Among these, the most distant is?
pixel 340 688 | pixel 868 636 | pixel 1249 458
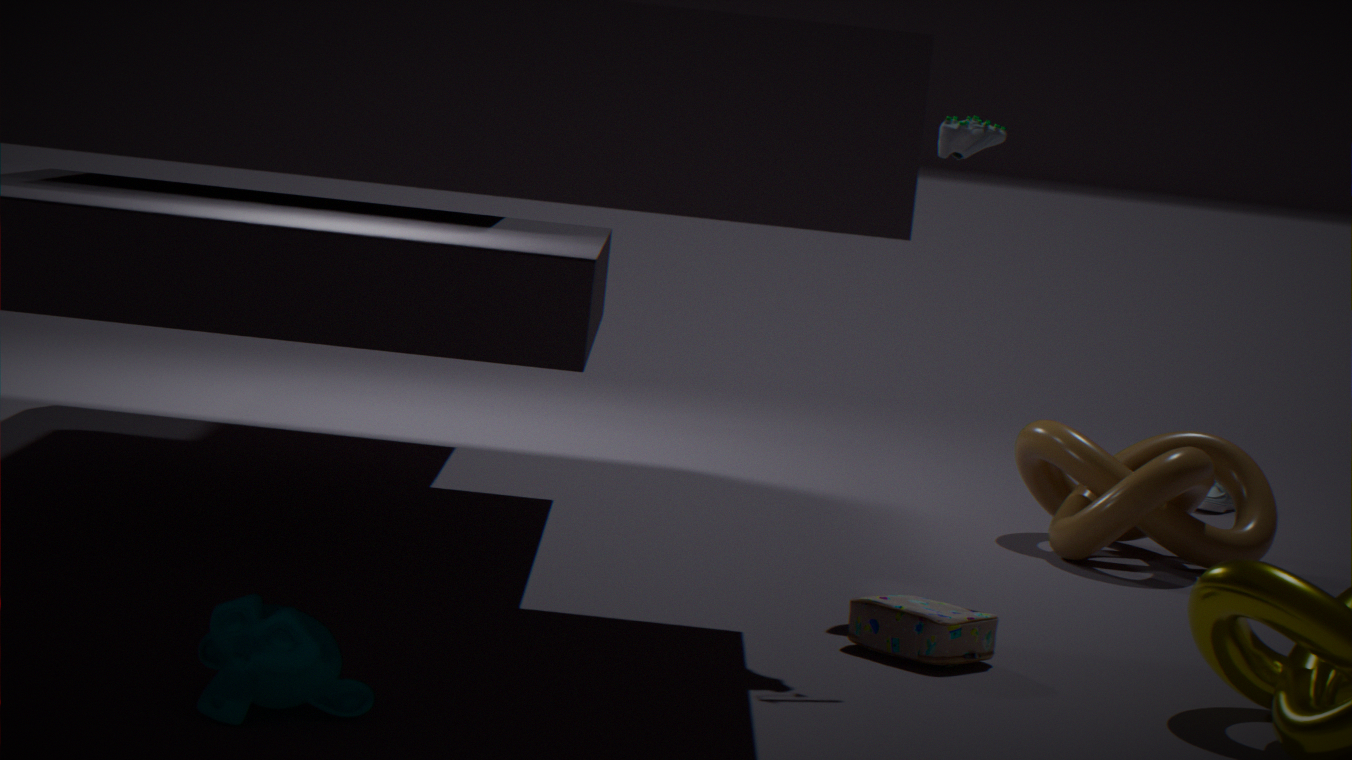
pixel 1249 458
